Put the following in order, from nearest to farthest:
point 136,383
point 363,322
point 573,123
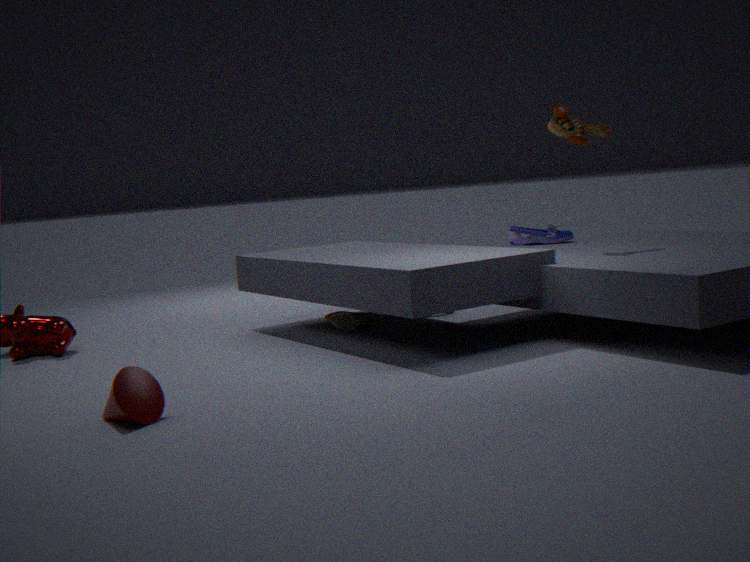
point 136,383, point 573,123, point 363,322
